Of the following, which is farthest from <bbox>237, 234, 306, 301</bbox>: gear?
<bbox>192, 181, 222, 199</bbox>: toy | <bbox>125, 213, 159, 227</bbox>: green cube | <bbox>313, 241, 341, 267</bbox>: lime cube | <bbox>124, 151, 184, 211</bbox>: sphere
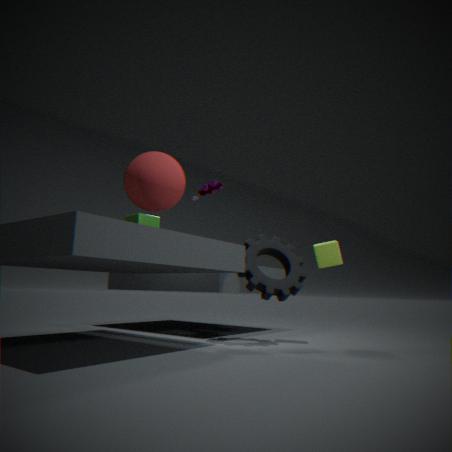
<bbox>124, 151, 184, 211</bbox>: sphere
